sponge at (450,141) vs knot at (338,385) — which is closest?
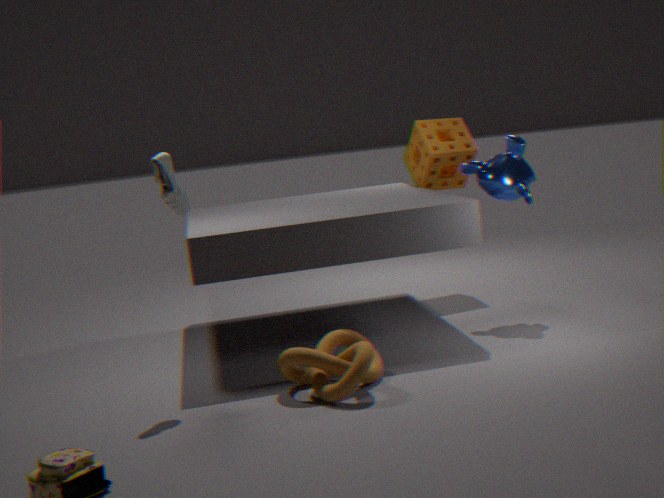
knot at (338,385)
